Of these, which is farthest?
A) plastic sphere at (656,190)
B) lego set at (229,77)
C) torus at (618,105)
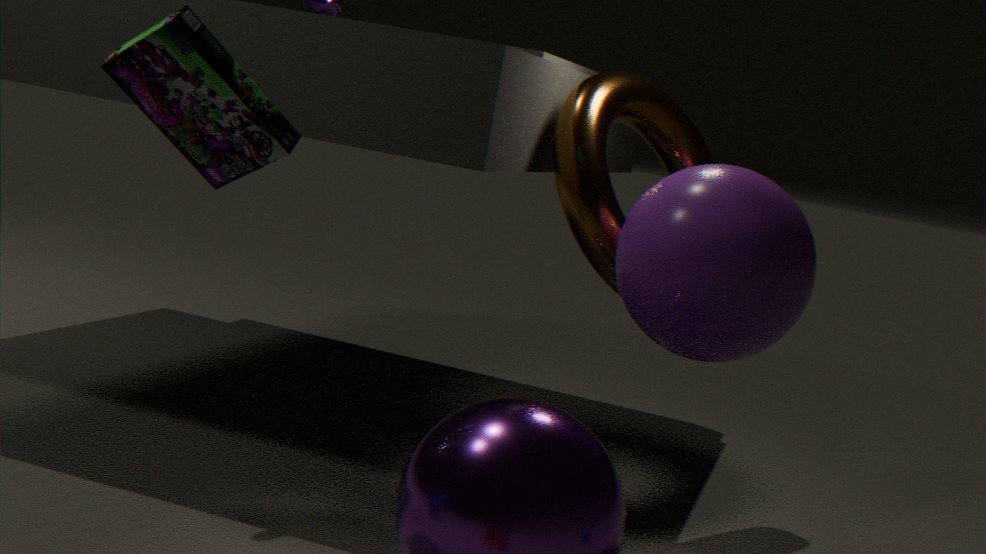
torus at (618,105)
